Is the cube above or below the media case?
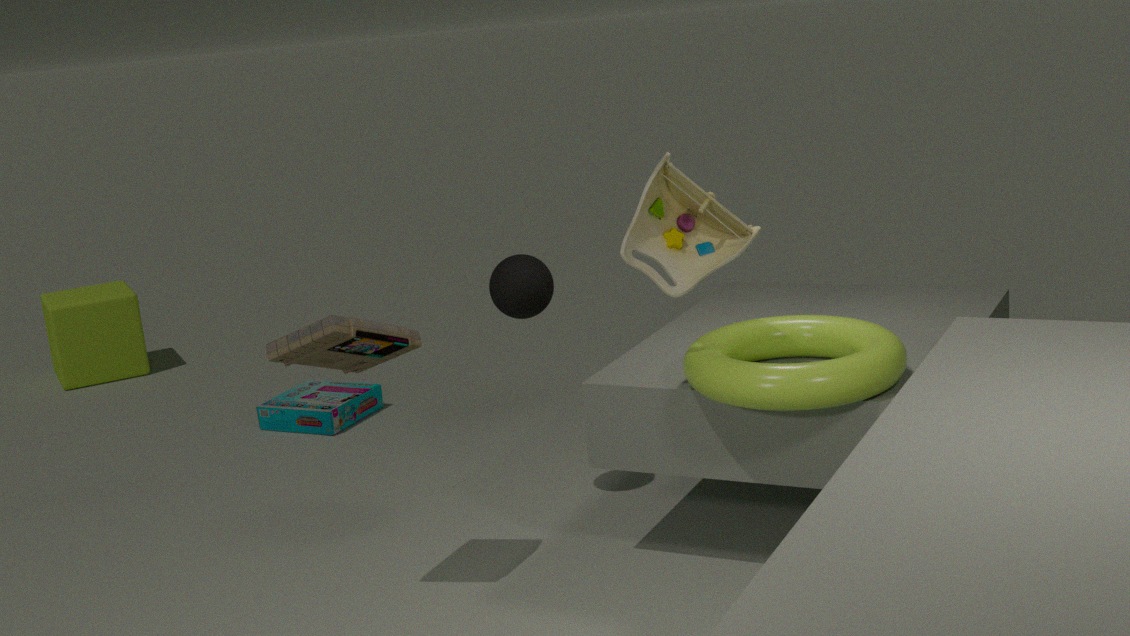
below
